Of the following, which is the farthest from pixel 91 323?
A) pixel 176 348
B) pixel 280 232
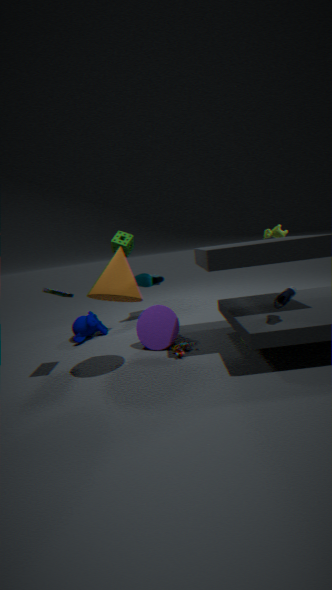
pixel 280 232
